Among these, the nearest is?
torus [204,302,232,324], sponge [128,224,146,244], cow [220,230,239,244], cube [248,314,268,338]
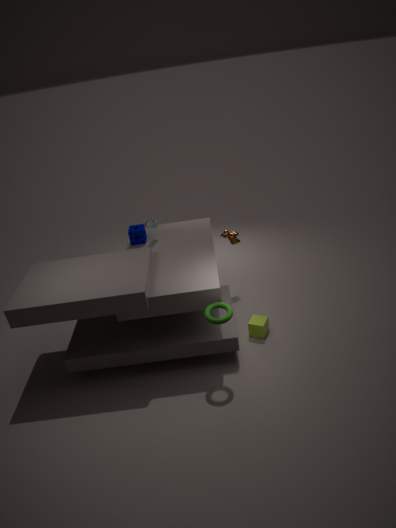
torus [204,302,232,324]
